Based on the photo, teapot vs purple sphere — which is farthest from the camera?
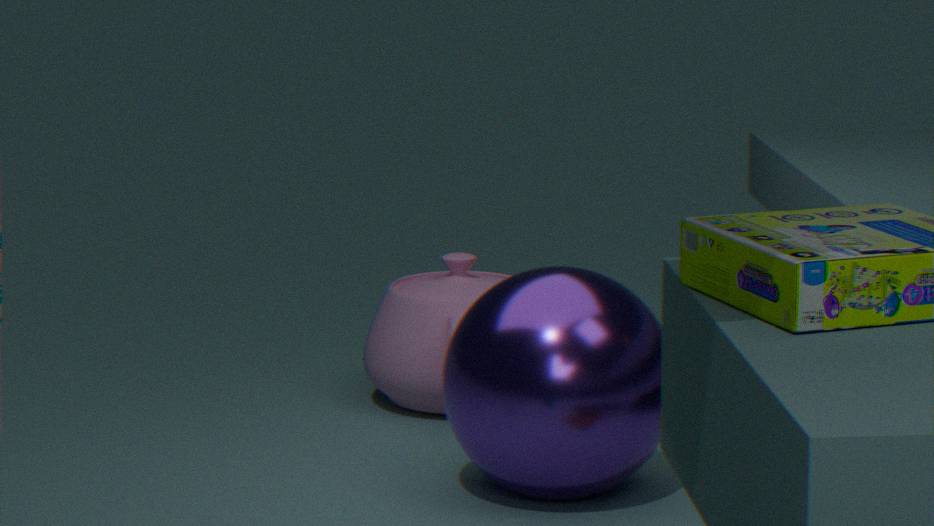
teapot
